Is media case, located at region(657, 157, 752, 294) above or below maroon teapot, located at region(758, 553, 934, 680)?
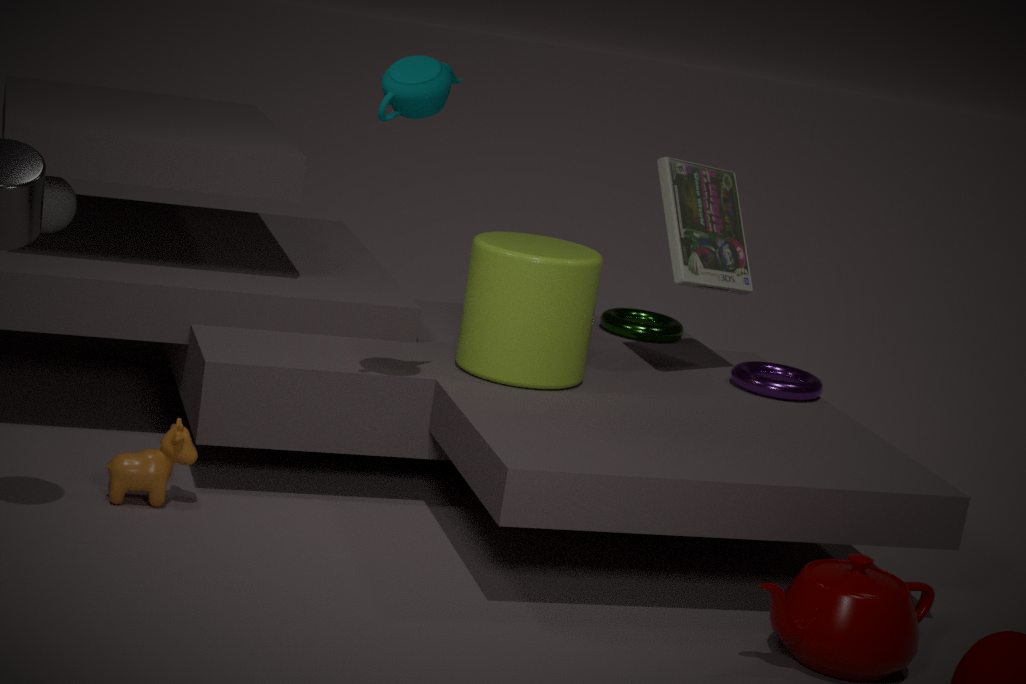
above
